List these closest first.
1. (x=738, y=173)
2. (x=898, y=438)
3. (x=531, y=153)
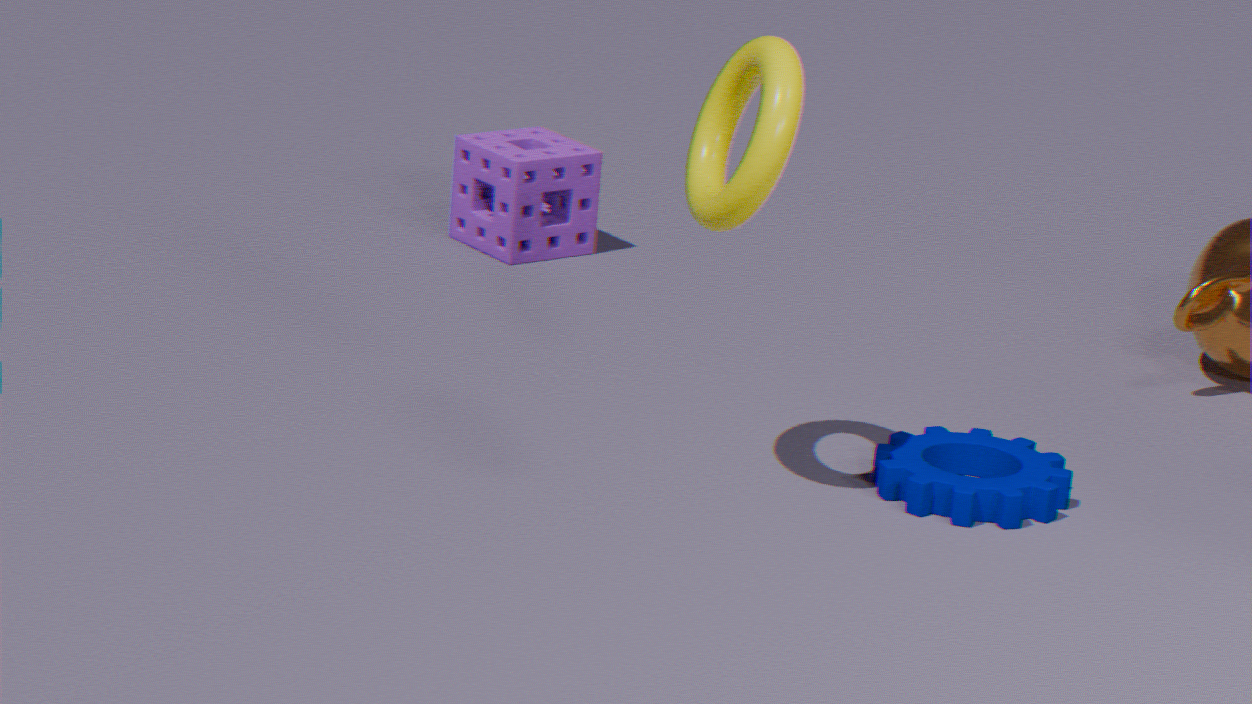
(x=738, y=173)
(x=898, y=438)
(x=531, y=153)
